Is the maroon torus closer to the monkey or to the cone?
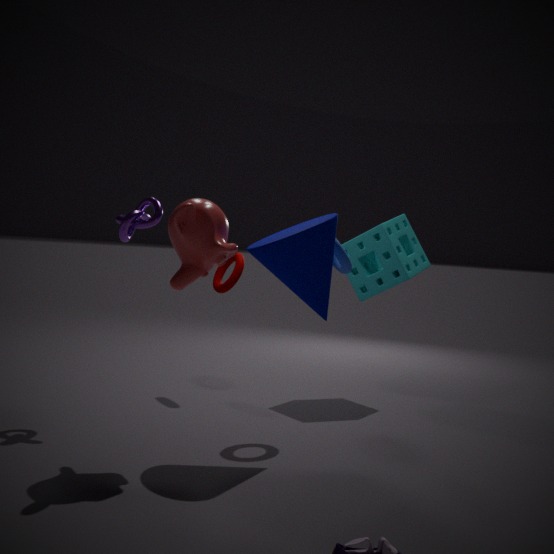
the cone
